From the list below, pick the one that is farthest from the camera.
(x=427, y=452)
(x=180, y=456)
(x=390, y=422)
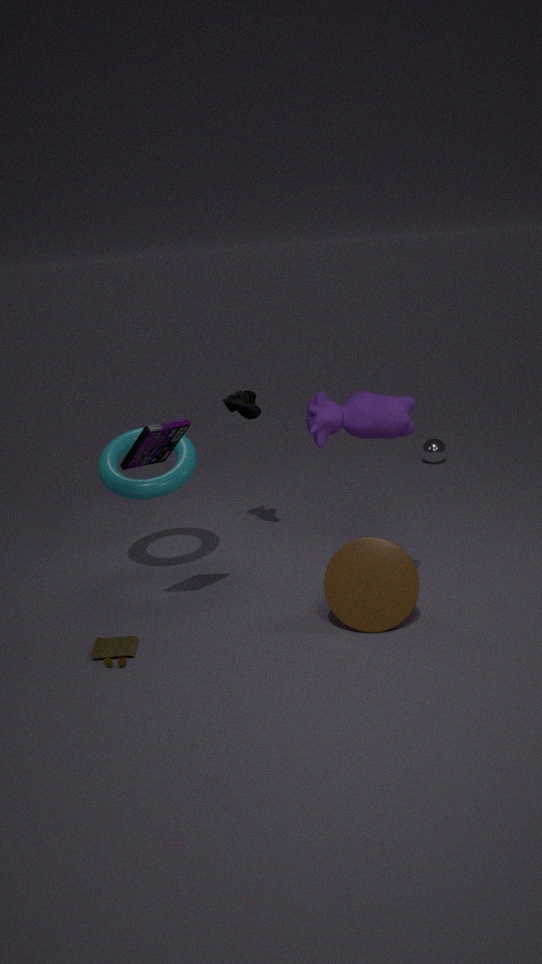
(x=427, y=452)
